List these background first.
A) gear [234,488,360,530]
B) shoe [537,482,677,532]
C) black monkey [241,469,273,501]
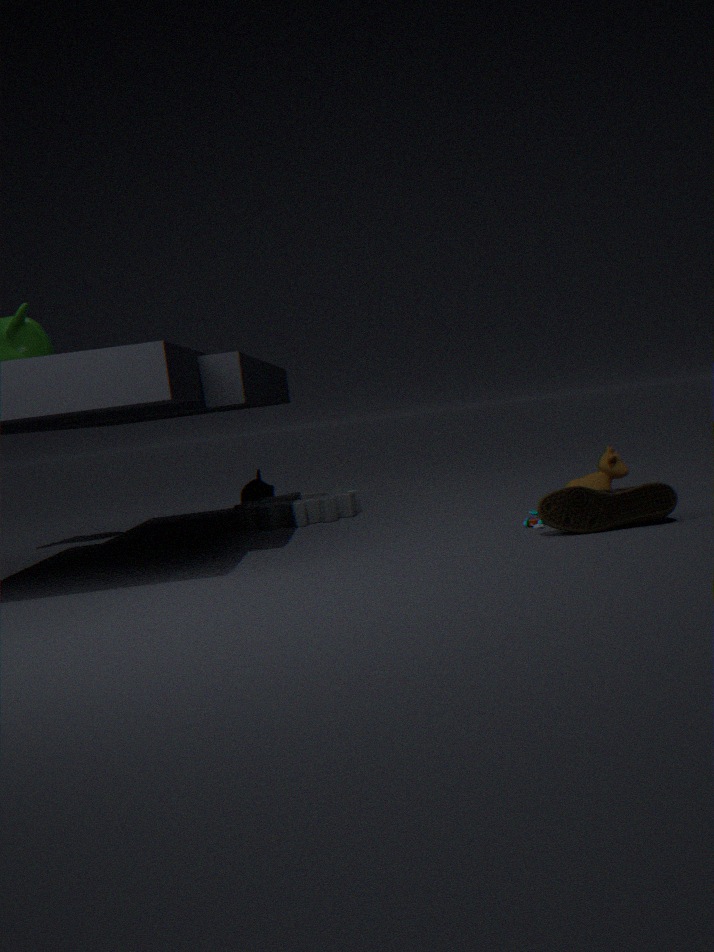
black monkey [241,469,273,501], gear [234,488,360,530], shoe [537,482,677,532]
